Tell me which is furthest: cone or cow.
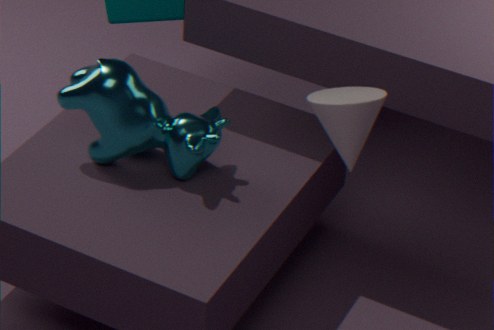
cow
